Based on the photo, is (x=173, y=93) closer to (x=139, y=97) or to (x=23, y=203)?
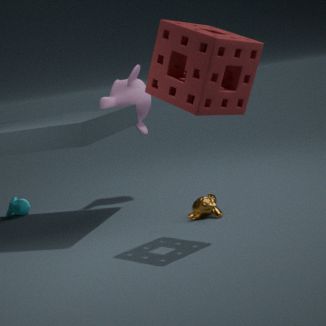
(x=139, y=97)
